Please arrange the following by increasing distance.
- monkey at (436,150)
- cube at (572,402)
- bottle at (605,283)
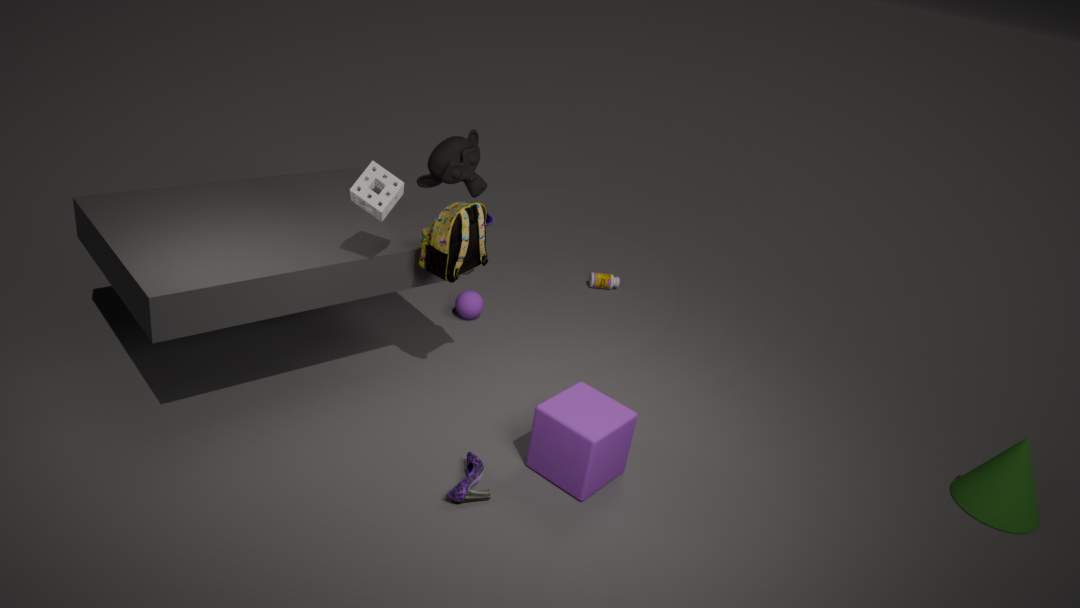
cube at (572,402)
monkey at (436,150)
bottle at (605,283)
